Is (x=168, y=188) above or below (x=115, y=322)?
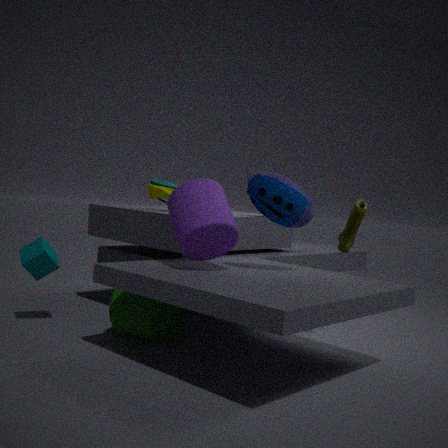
above
